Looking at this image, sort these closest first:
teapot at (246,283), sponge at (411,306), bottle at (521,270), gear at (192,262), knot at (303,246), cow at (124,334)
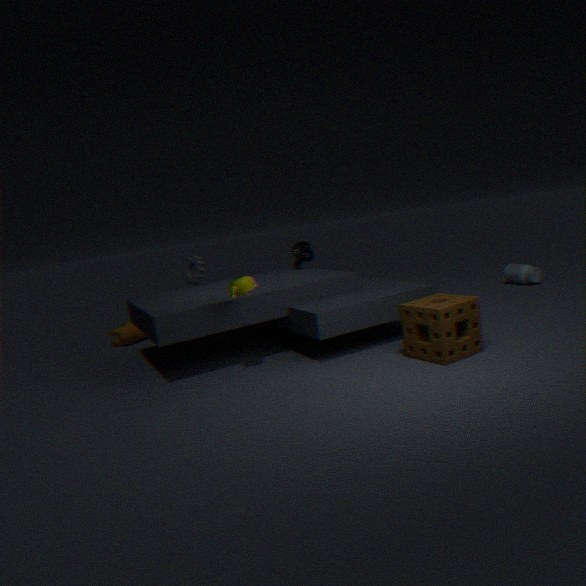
sponge at (411,306), teapot at (246,283), gear at (192,262), knot at (303,246), bottle at (521,270), cow at (124,334)
